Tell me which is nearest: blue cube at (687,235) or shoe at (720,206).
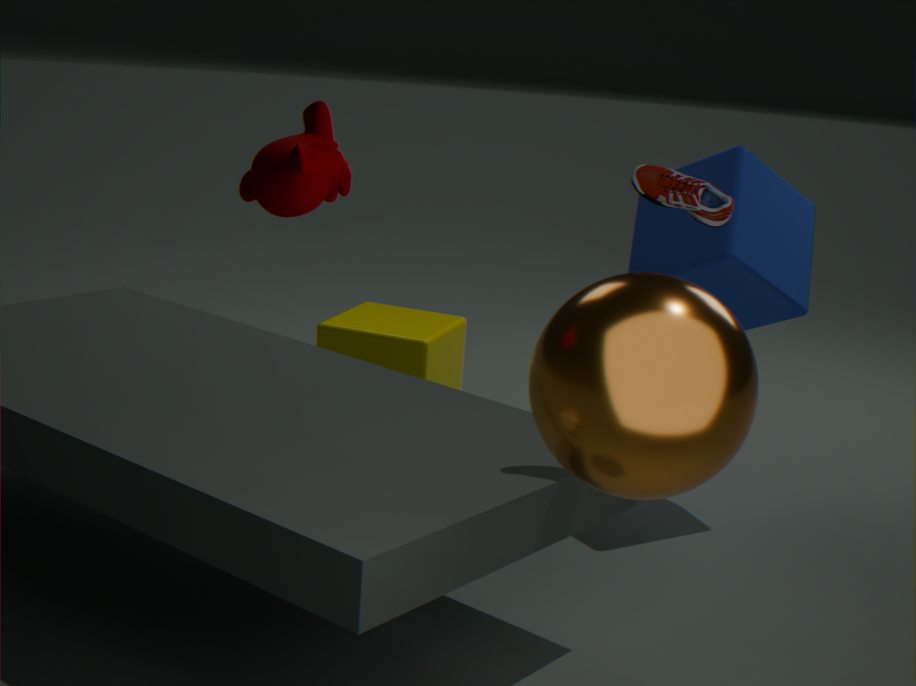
shoe at (720,206)
